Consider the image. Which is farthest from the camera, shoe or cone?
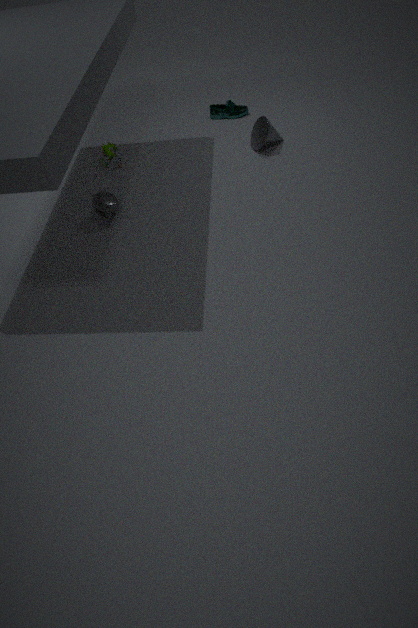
shoe
